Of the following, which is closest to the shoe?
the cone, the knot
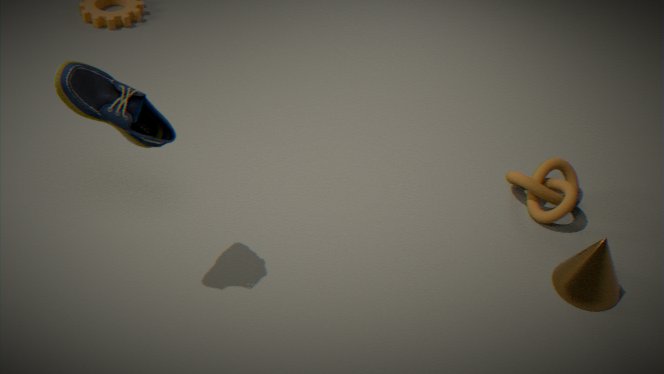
the knot
